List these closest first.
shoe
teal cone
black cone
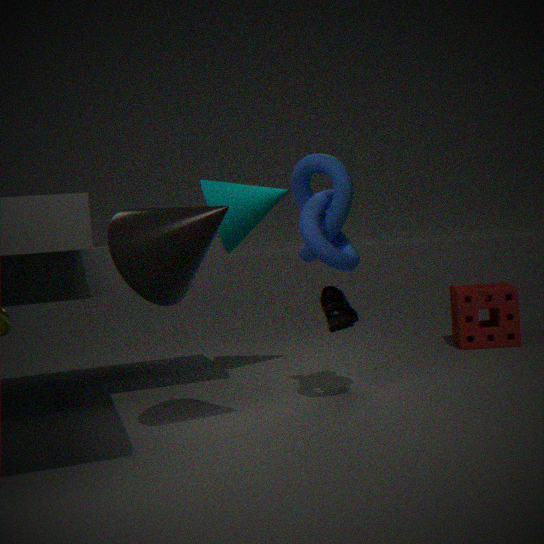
1. black cone
2. shoe
3. teal cone
